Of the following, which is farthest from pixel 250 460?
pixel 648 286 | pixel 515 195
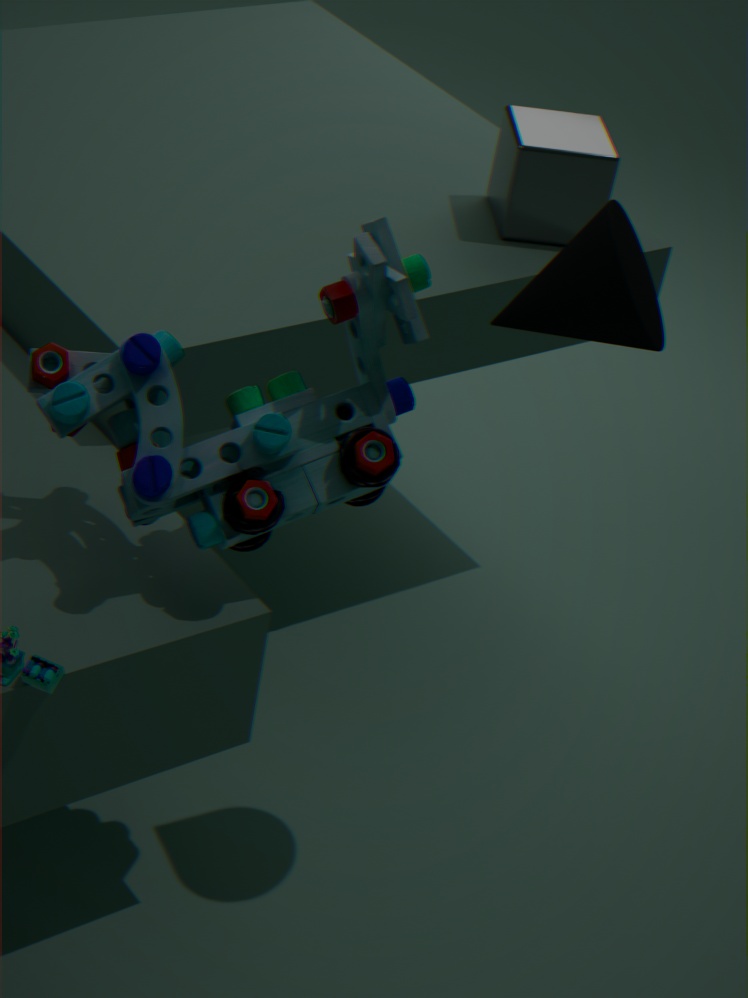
pixel 515 195
